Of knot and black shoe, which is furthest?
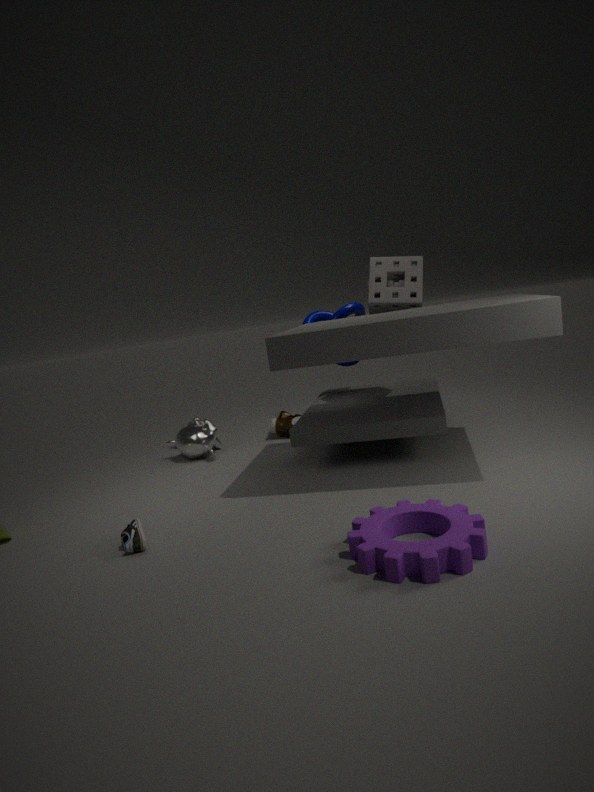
knot
